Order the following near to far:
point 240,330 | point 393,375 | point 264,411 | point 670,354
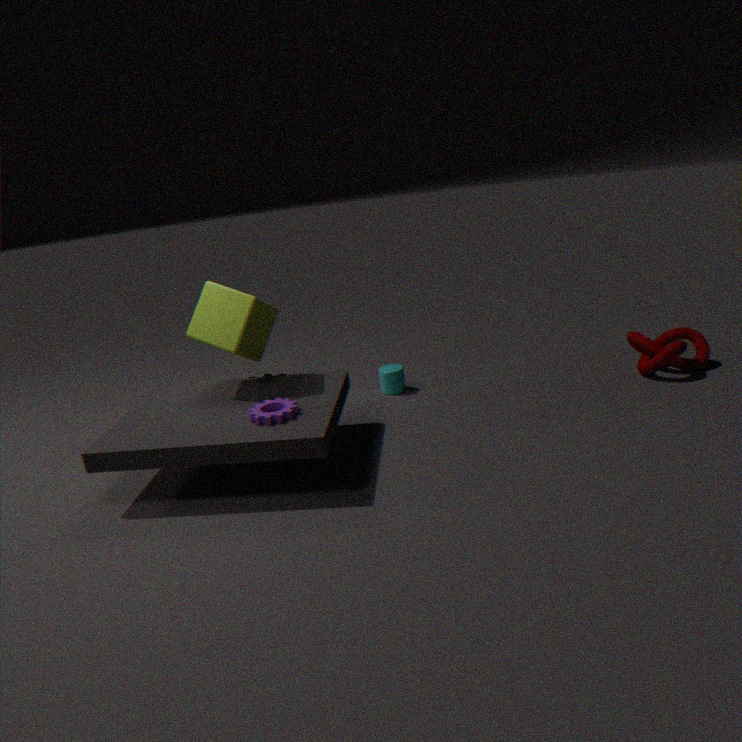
1. point 264,411
2. point 240,330
3. point 670,354
4. point 393,375
